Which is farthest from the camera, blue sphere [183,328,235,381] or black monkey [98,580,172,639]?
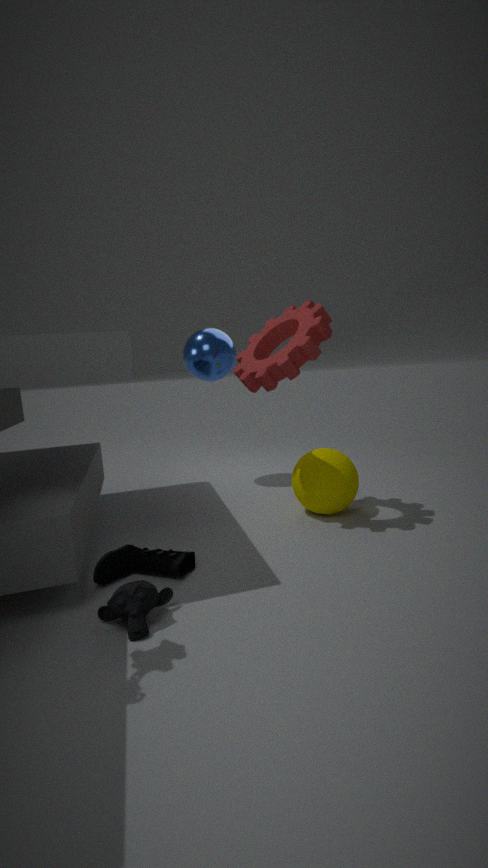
blue sphere [183,328,235,381]
